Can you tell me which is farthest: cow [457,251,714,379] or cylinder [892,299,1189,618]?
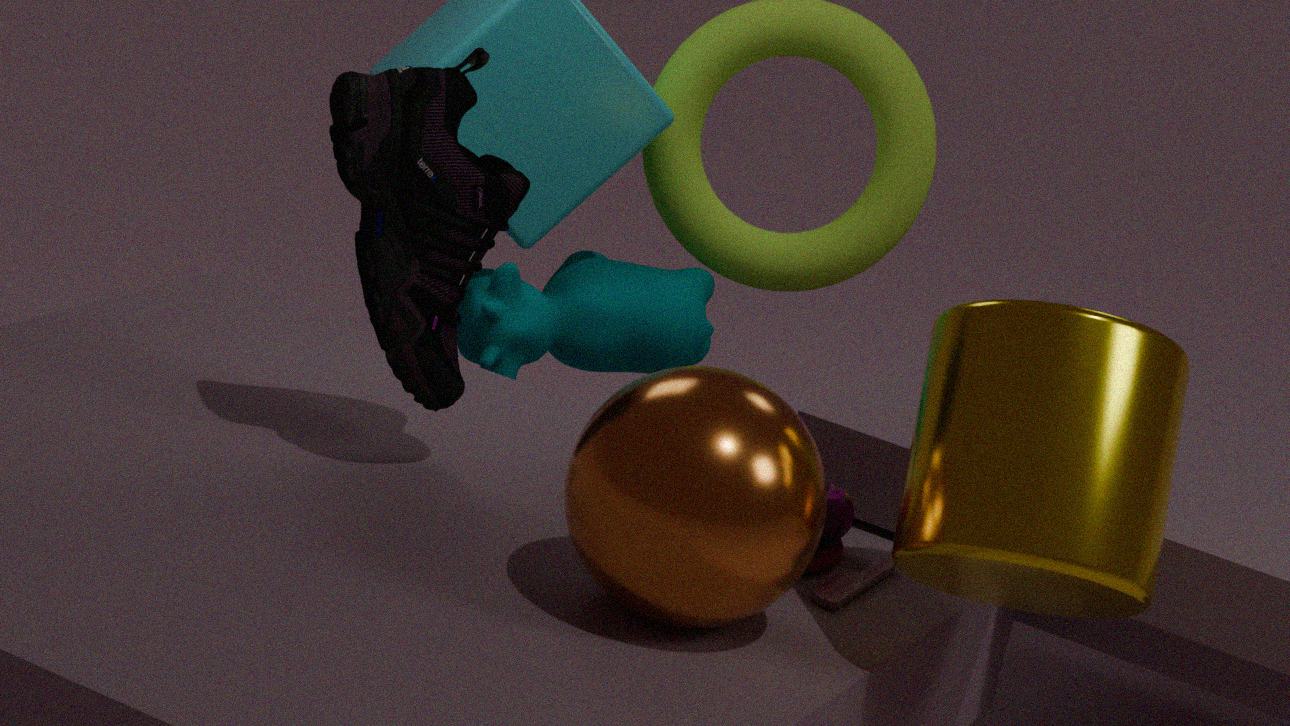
cow [457,251,714,379]
